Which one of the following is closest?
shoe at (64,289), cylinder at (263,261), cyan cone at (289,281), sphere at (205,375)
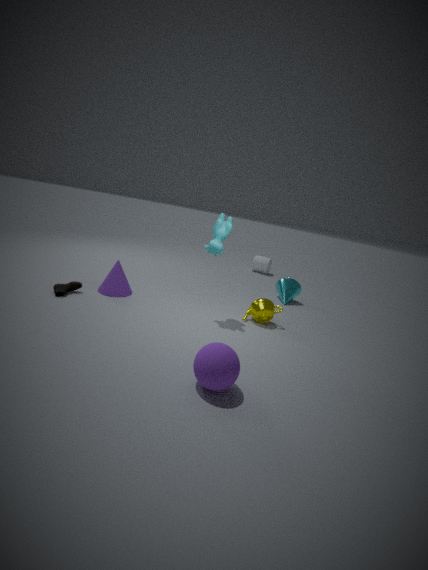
sphere at (205,375)
